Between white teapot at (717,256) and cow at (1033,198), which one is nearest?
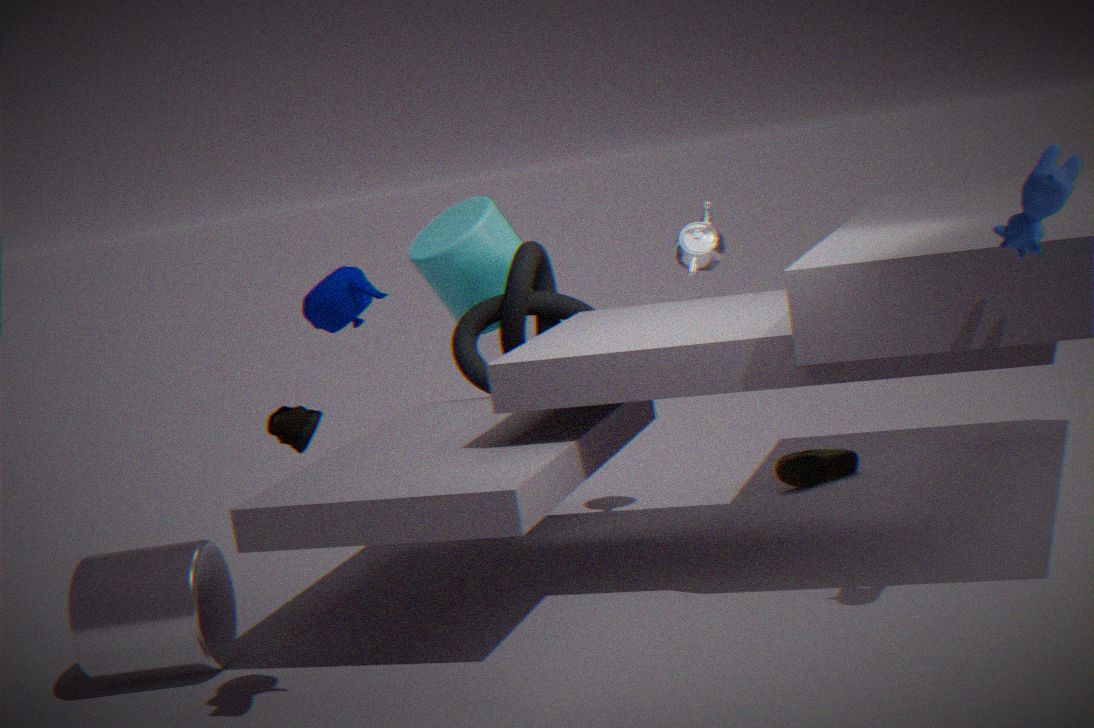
cow at (1033,198)
